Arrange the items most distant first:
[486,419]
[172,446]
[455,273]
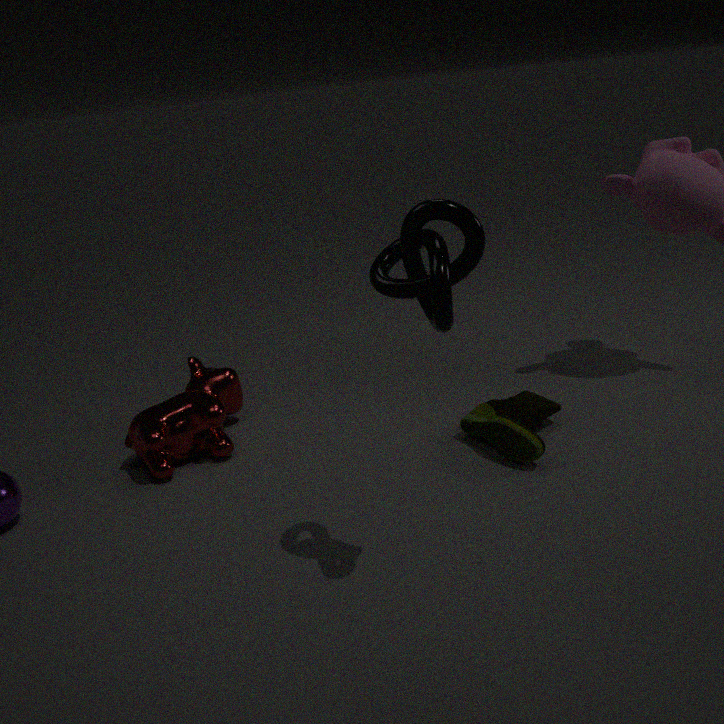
[172,446]
[486,419]
[455,273]
